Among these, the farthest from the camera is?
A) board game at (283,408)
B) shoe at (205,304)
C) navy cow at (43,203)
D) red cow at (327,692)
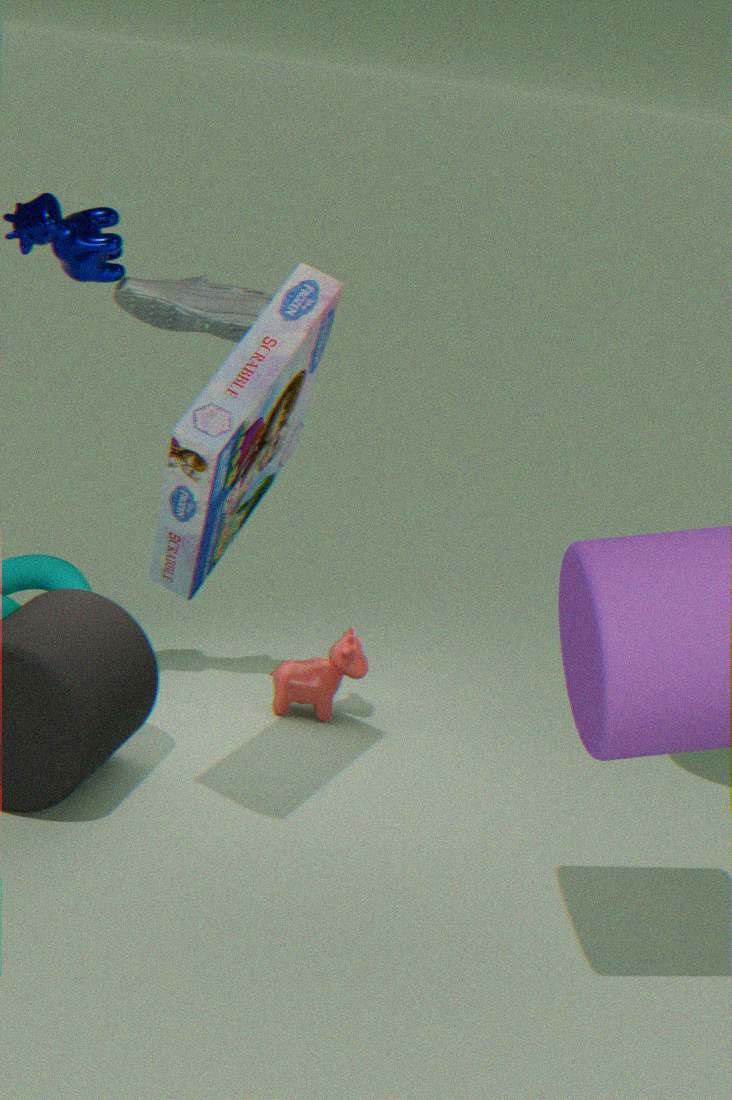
red cow at (327,692)
